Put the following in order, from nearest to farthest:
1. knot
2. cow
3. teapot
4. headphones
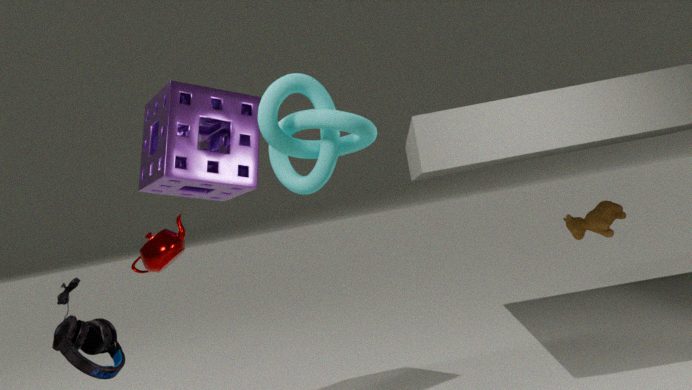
knot, headphones, teapot, cow
